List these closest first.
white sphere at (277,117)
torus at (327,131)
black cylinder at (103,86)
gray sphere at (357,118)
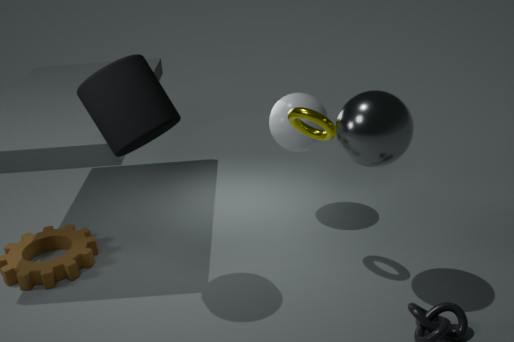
gray sphere at (357,118) → black cylinder at (103,86) → torus at (327,131) → white sphere at (277,117)
